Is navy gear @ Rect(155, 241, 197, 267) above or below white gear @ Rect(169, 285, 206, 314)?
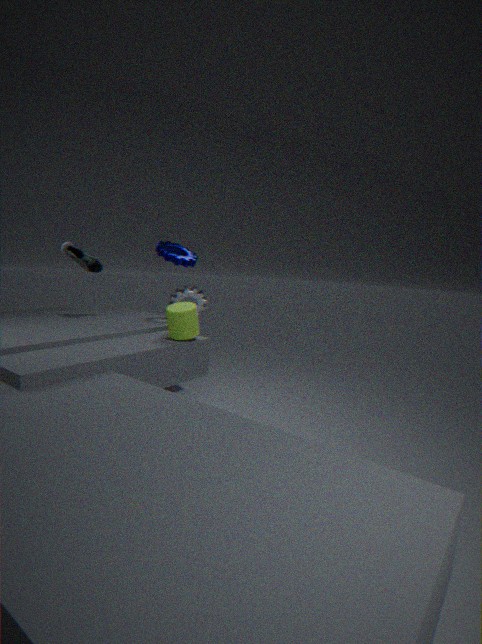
above
